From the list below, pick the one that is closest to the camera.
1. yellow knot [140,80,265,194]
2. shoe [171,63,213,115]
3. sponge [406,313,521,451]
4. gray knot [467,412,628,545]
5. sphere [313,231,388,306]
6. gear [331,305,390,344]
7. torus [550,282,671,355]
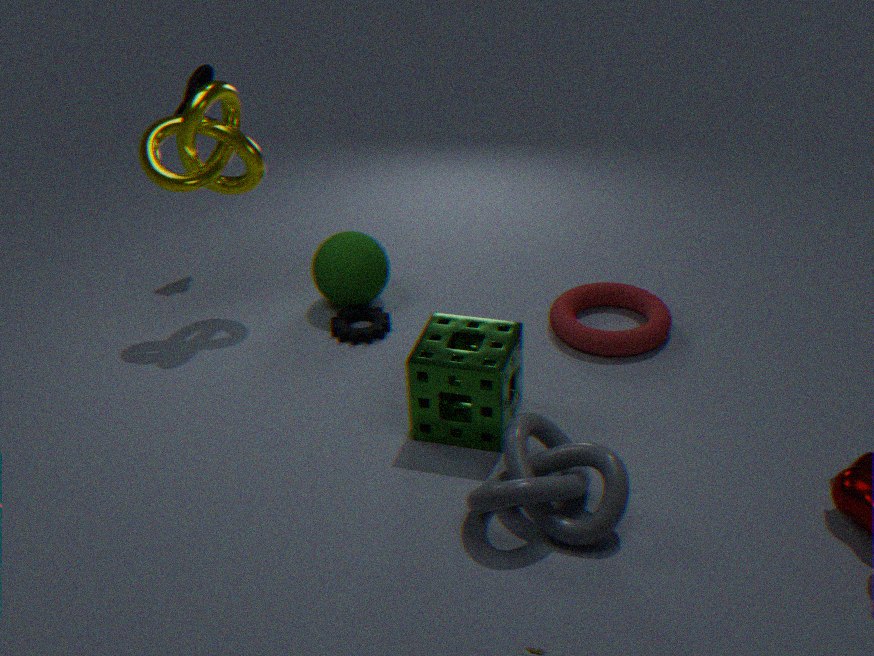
gray knot [467,412,628,545]
